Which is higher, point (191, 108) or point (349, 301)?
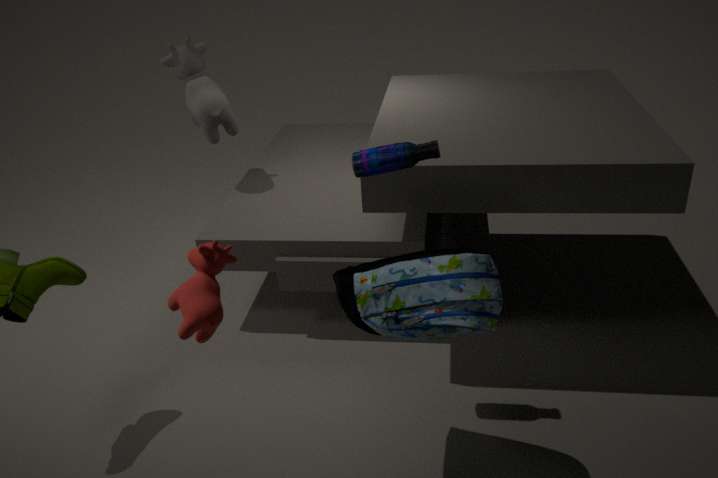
point (191, 108)
